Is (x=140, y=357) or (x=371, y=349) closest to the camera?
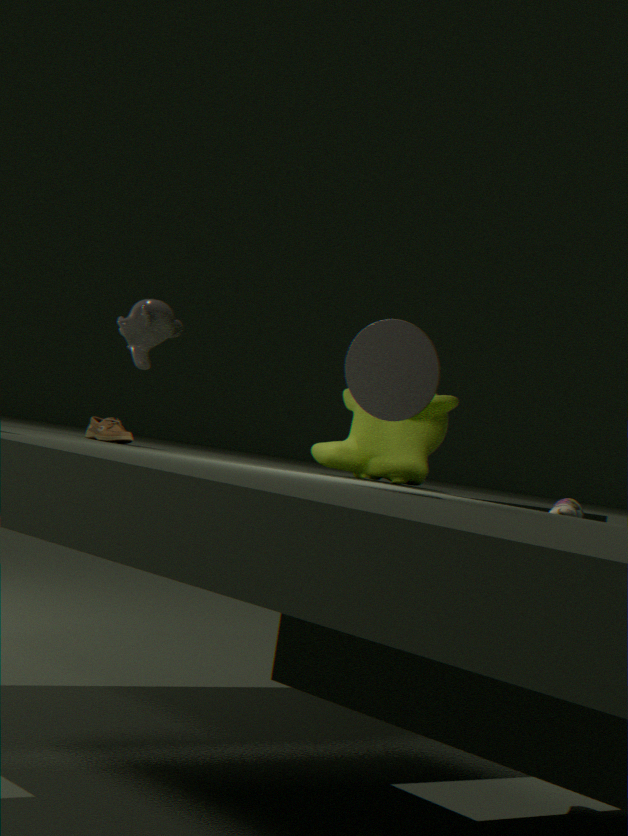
(x=371, y=349)
